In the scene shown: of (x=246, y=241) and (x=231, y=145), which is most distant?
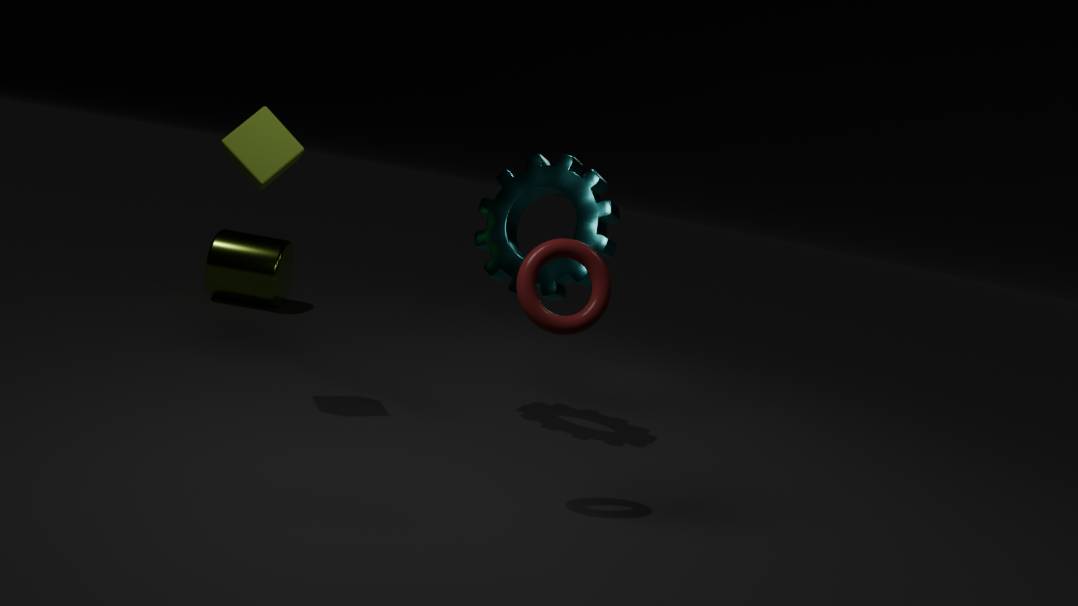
(x=246, y=241)
